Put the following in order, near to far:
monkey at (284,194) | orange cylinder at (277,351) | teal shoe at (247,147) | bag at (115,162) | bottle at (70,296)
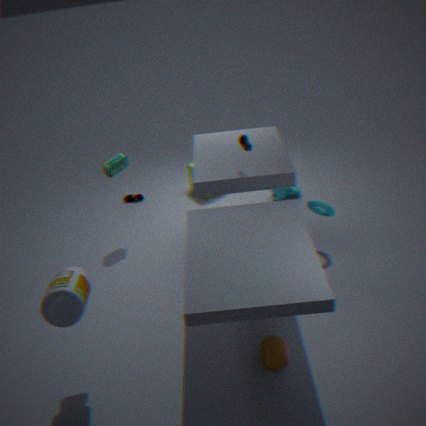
bottle at (70,296), orange cylinder at (277,351), teal shoe at (247,147), bag at (115,162), monkey at (284,194)
